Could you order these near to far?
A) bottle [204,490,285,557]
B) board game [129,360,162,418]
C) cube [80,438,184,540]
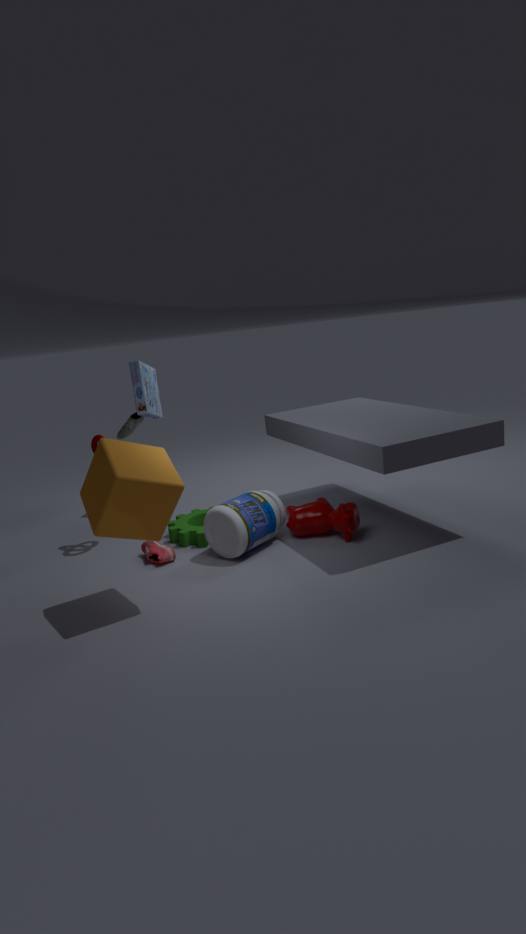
cube [80,438,184,540]
bottle [204,490,285,557]
board game [129,360,162,418]
